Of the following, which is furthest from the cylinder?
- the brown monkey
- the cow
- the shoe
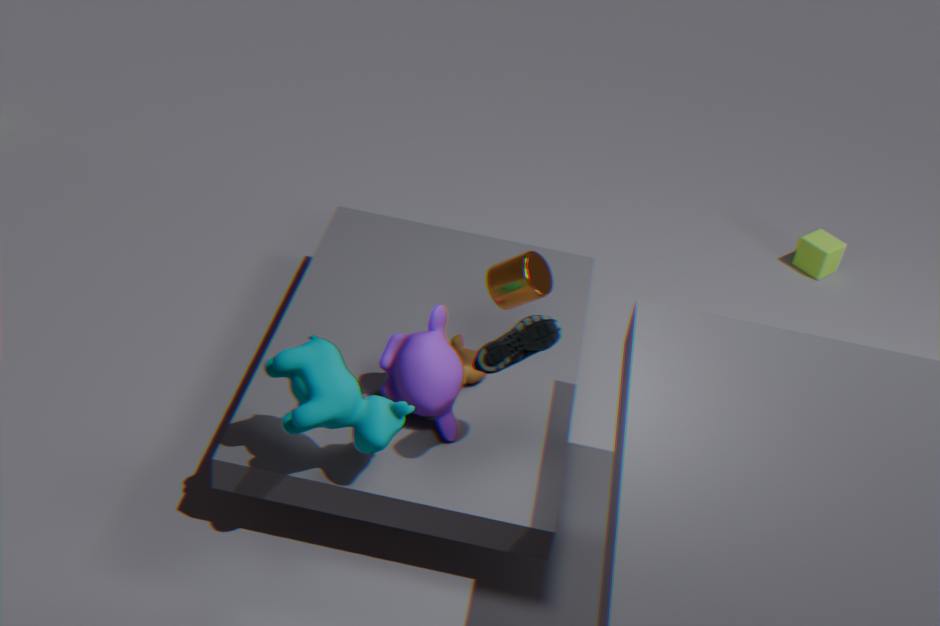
the cow
